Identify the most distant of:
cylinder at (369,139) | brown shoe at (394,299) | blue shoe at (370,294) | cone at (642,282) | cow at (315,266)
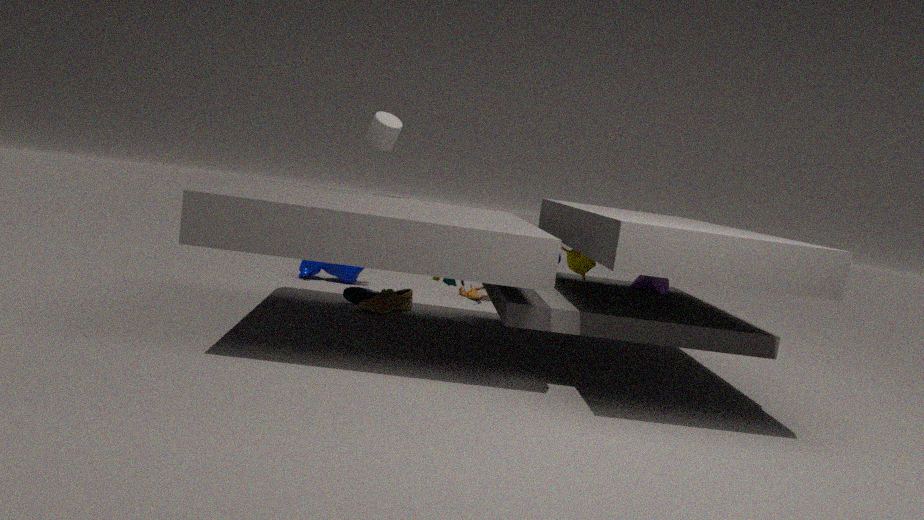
cow at (315,266)
